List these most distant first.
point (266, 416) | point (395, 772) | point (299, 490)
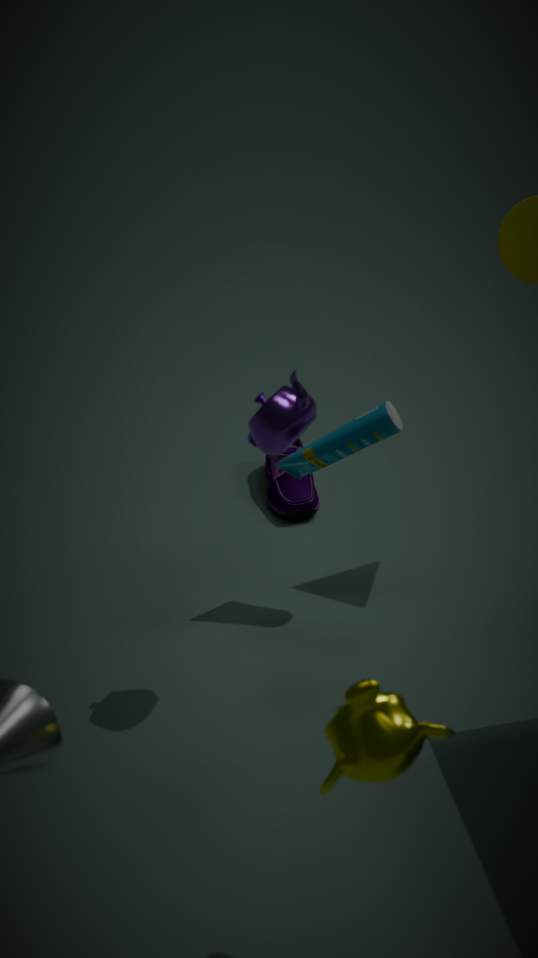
point (299, 490), point (266, 416), point (395, 772)
